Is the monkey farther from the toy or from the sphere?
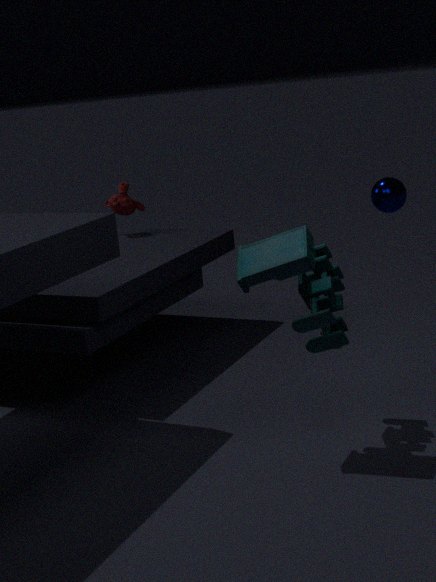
the toy
